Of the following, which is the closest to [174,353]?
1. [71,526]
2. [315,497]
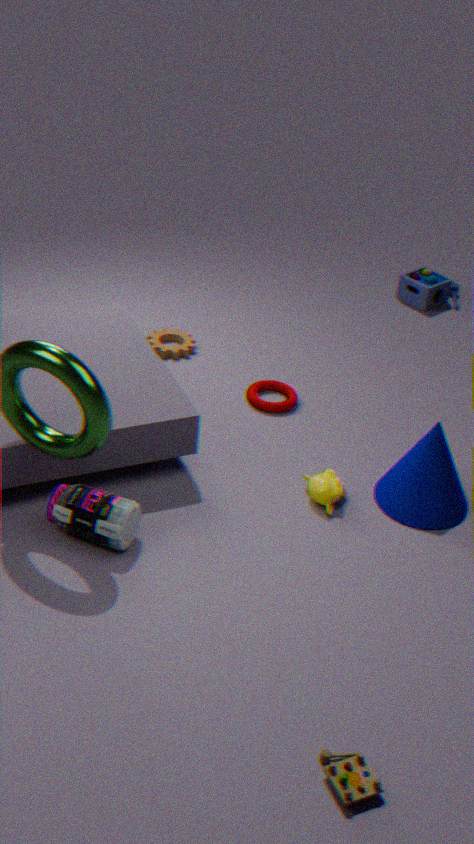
[315,497]
